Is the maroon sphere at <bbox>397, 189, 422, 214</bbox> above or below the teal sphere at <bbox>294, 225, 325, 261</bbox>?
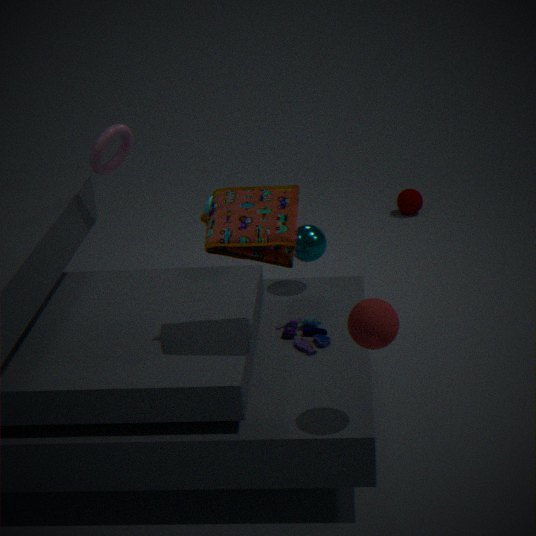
below
